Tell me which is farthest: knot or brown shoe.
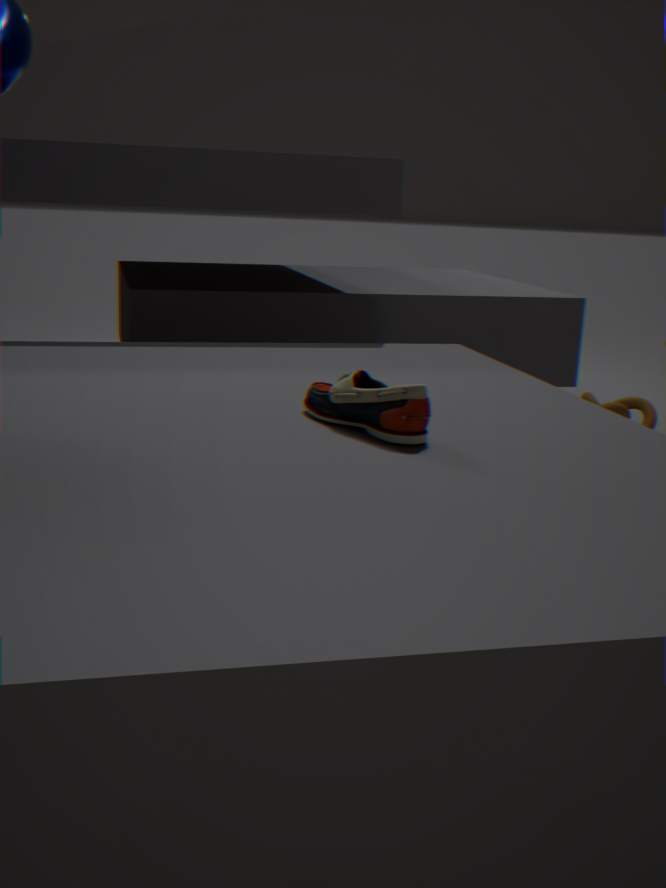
knot
